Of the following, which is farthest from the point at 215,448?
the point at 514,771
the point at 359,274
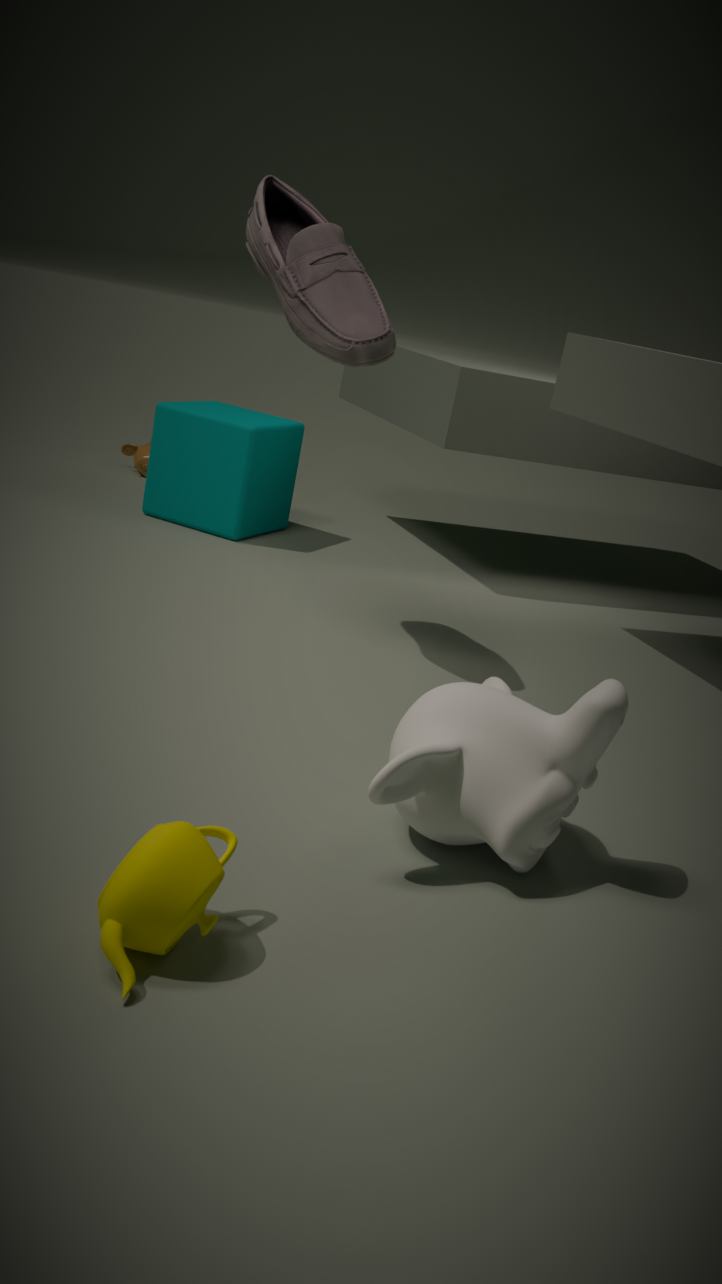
the point at 514,771
